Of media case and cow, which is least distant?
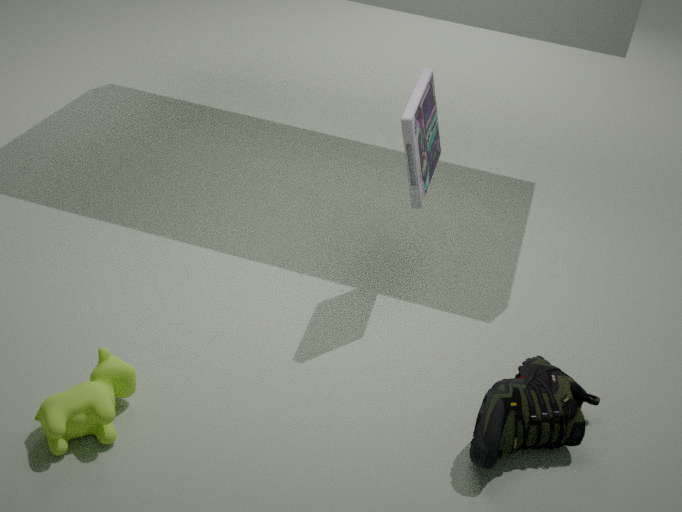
cow
